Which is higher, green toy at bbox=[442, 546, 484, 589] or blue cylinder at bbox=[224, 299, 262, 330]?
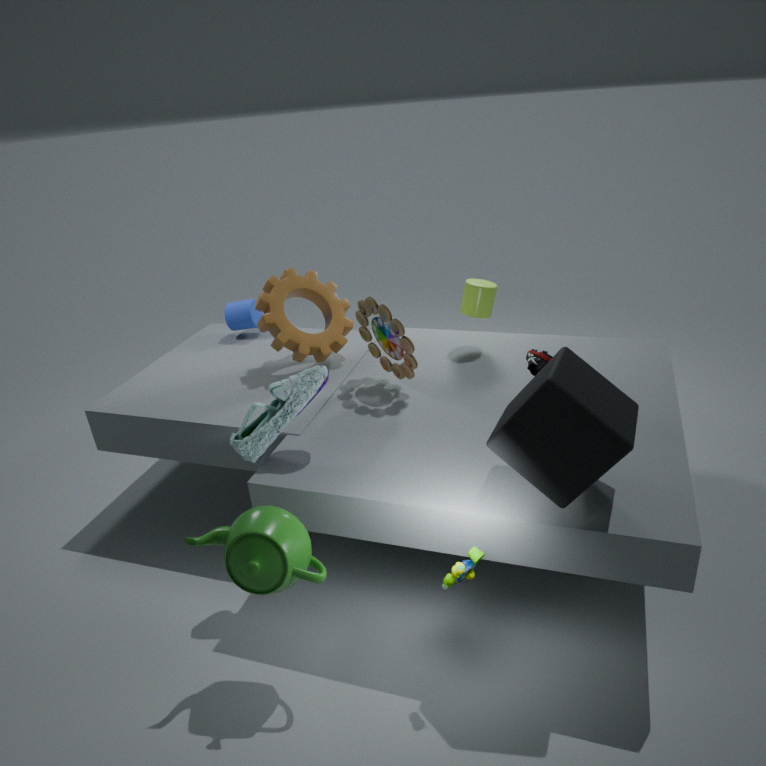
blue cylinder at bbox=[224, 299, 262, 330]
